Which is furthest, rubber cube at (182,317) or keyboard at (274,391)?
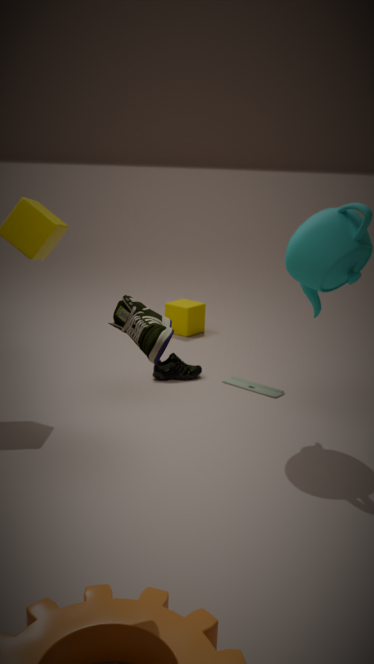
rubber cube at (182,317)
